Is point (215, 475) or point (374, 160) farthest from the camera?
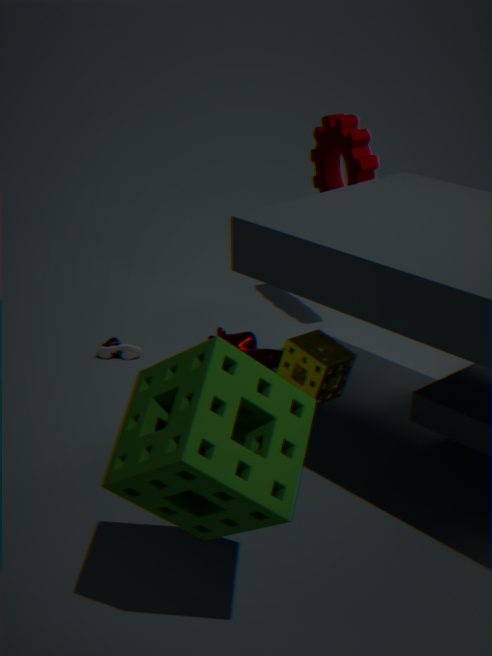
point (374, 160)
